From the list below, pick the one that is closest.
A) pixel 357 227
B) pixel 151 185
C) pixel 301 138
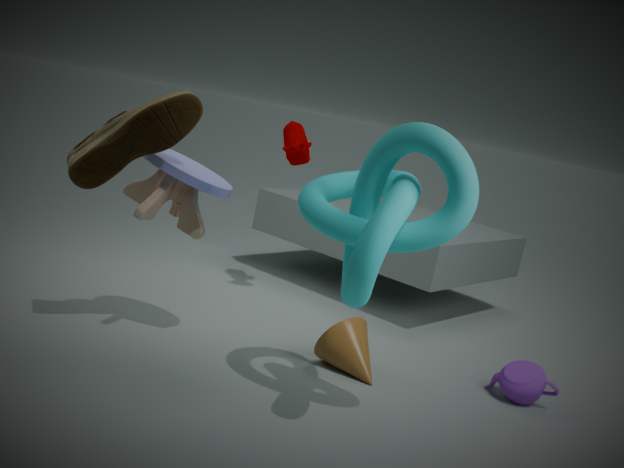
pixel 357 227
